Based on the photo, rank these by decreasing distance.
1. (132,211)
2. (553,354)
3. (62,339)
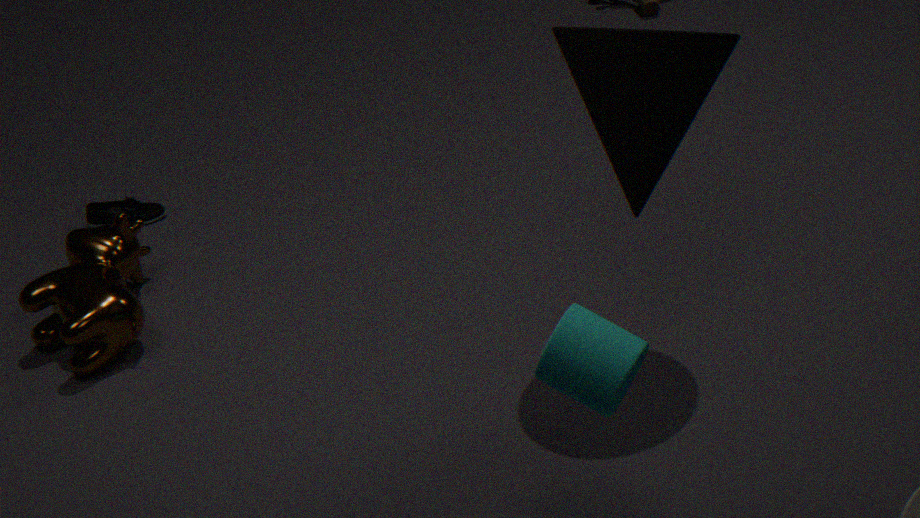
(132,211) < (62,339) < (553,354)
